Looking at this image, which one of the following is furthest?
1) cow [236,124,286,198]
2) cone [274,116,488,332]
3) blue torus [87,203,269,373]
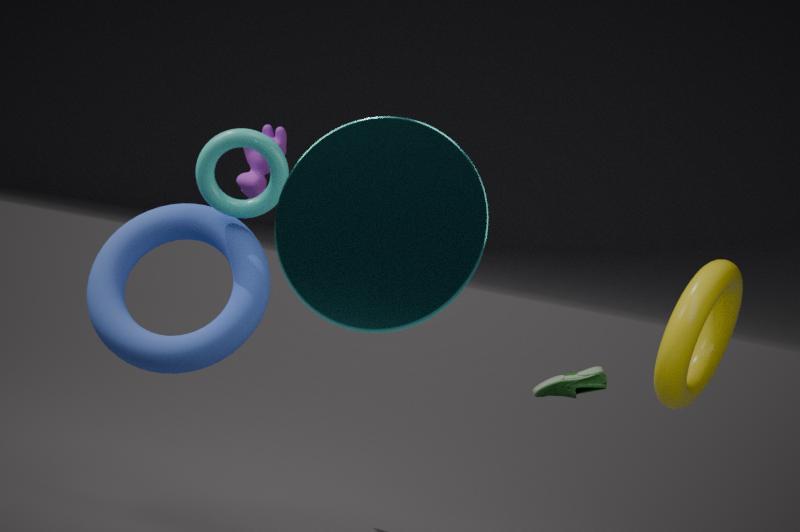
1. cow [236,124,286,198]
